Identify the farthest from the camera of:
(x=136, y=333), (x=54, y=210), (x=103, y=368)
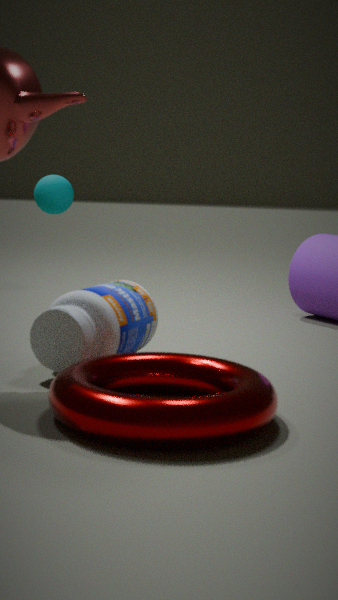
(x=54, y=210)
